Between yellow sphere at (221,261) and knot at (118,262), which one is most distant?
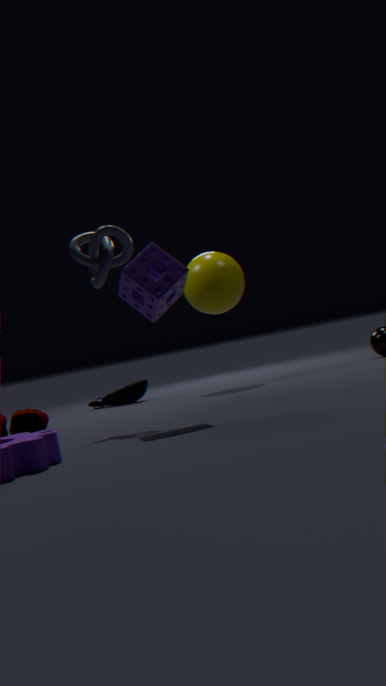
yellow sphere at (221,261)
